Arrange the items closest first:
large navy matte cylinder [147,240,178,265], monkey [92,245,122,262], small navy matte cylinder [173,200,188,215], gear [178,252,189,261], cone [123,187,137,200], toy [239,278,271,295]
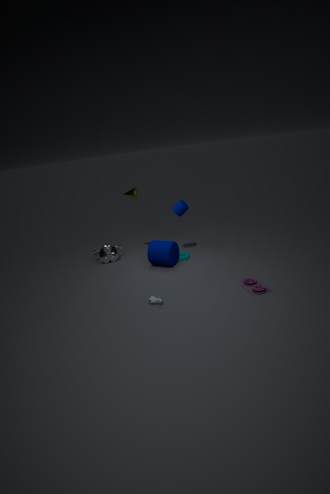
toy [239,278,271,295] < large navy matte cylinder [147,240,178,265] < small navy matte cylinder [173,200,188,215] < gear [178,252,189,261] < cone [123,187,137,200] < monkey [92,245,122,262]
